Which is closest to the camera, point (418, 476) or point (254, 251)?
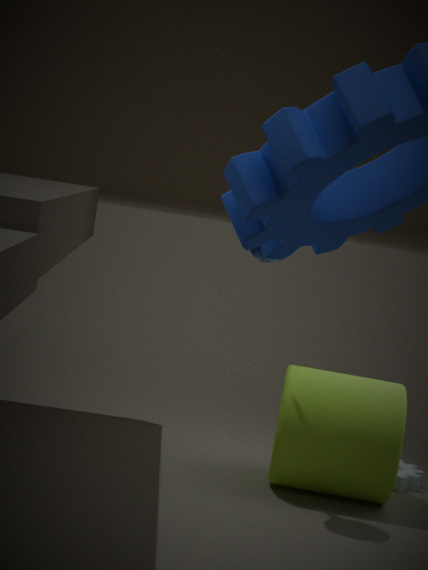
point (254, 251)
